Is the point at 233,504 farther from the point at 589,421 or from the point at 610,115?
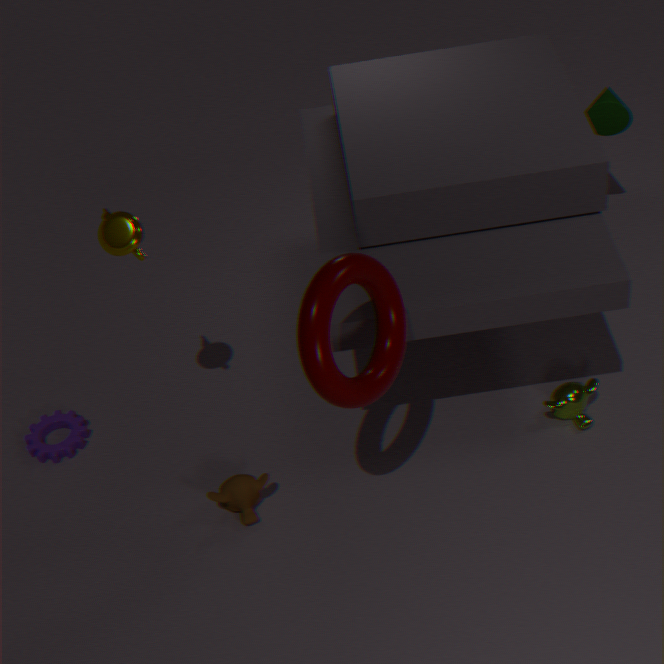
the point at 610,115
